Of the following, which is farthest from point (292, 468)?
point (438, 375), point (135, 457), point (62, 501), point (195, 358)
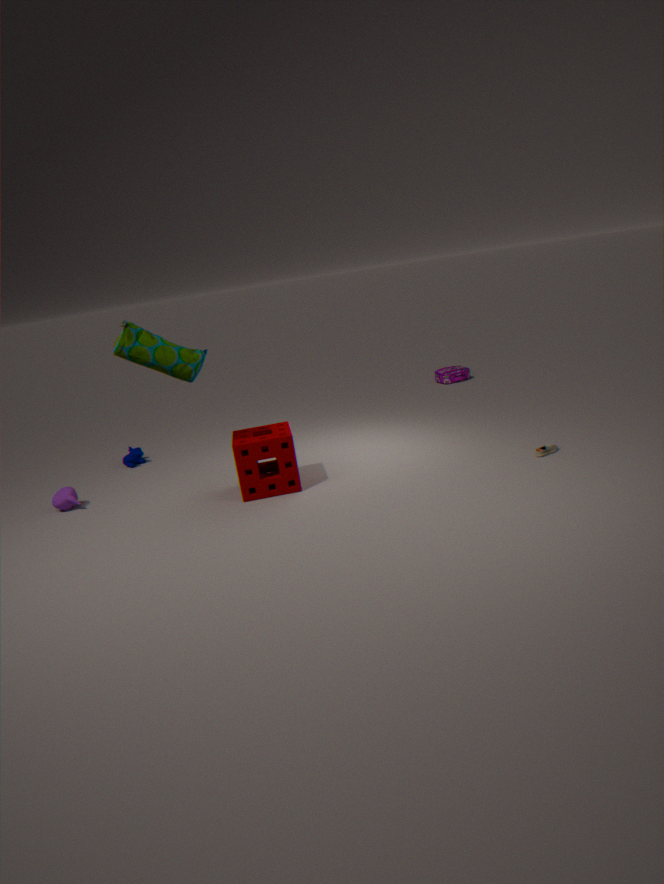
point (438, 375)
